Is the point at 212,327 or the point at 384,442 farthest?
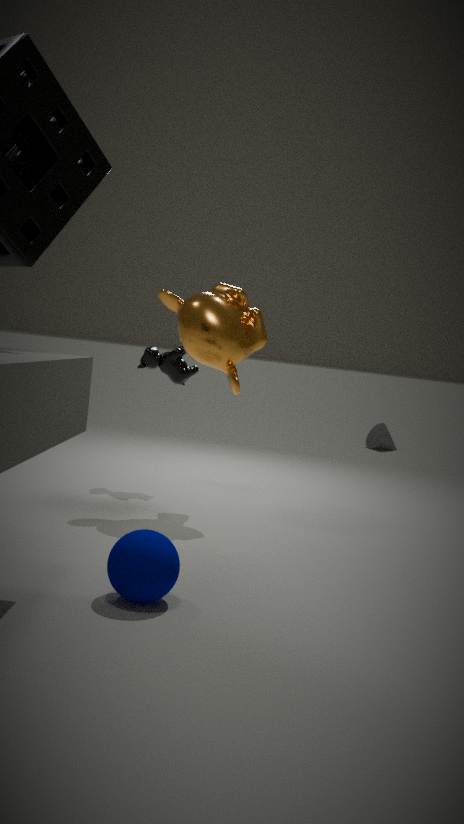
the point at 384,442
